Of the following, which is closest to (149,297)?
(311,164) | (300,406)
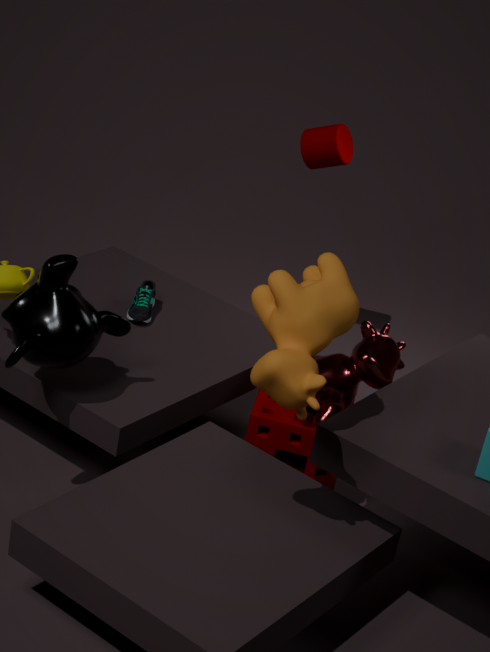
(311,164)
